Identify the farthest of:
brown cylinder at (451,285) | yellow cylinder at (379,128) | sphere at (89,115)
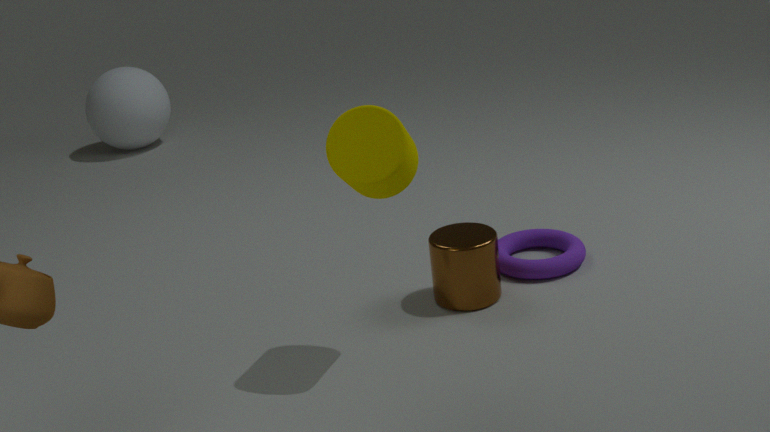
sphere at (89,115)
